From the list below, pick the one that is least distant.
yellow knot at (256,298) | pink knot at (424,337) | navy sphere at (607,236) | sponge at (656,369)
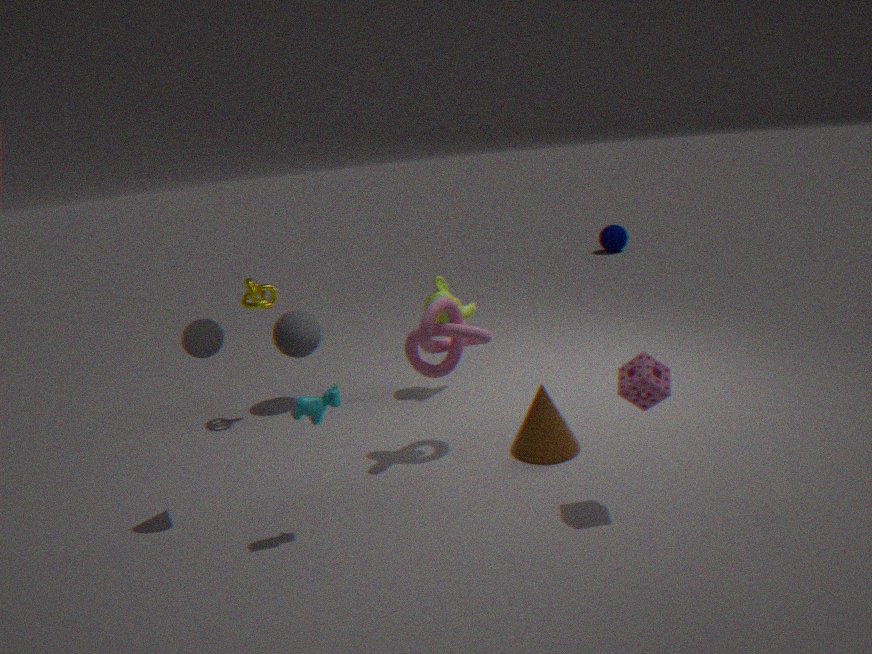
sponge at (656,369)
